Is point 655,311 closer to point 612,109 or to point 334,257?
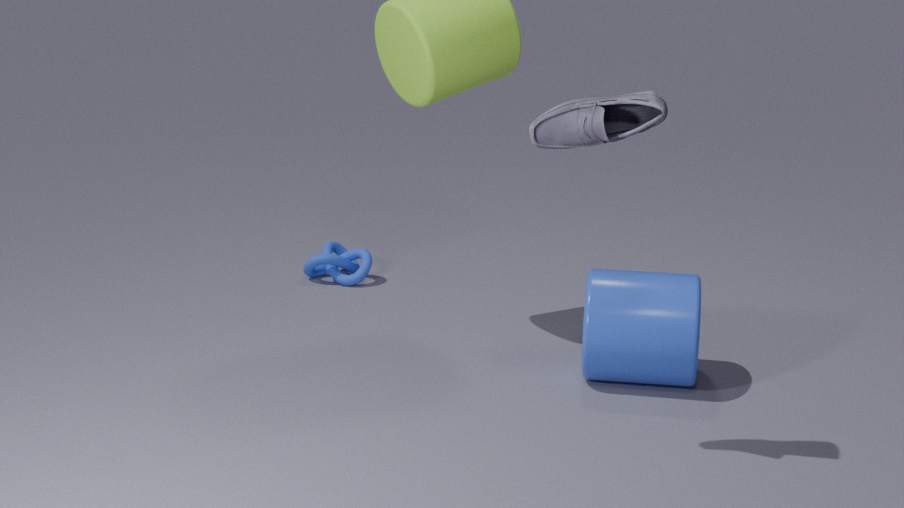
point 612,109
